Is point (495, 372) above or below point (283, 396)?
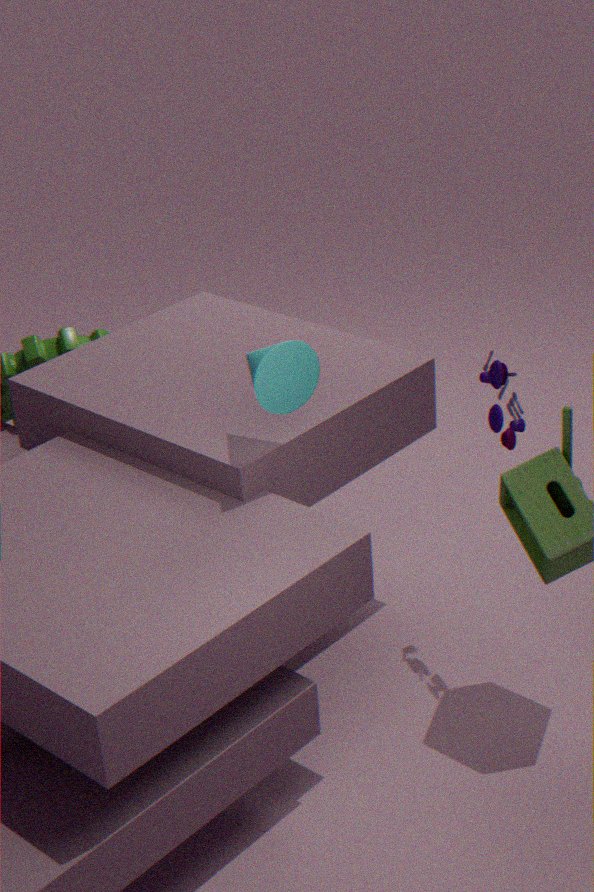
below
